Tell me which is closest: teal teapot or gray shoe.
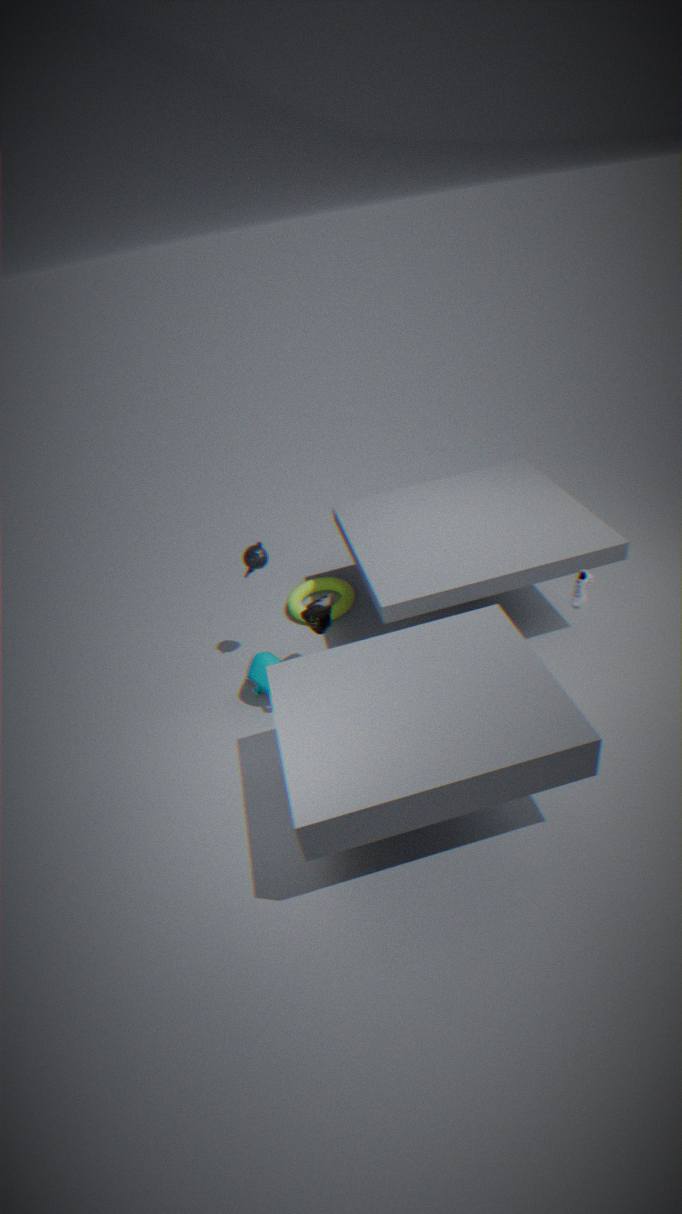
gray shoe
